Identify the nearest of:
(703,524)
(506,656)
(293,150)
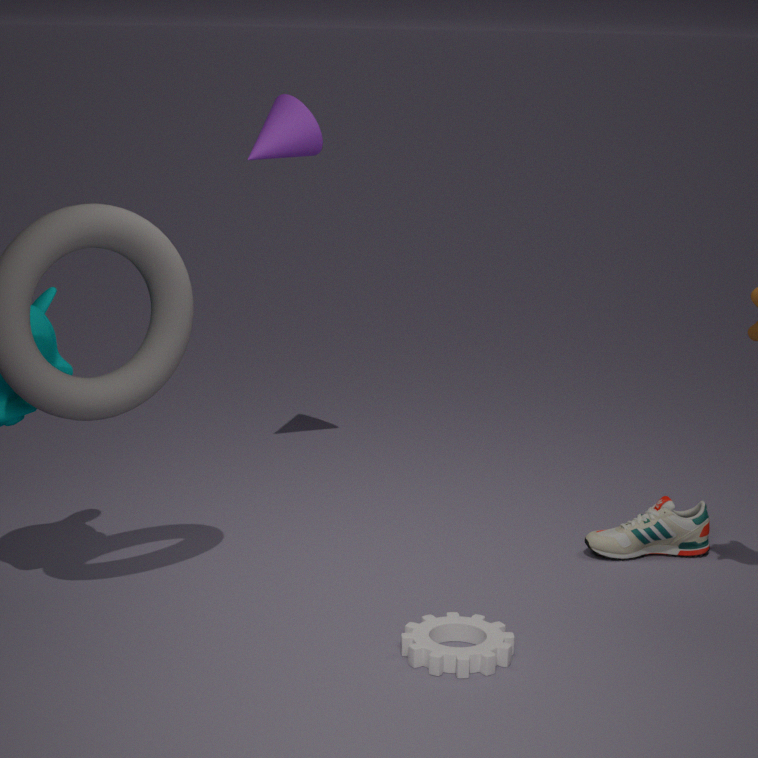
(506,656)
